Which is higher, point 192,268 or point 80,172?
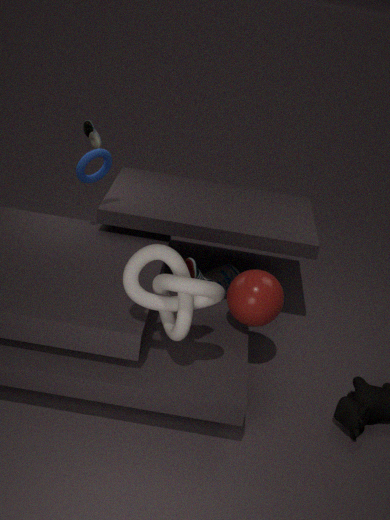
point 80,172
